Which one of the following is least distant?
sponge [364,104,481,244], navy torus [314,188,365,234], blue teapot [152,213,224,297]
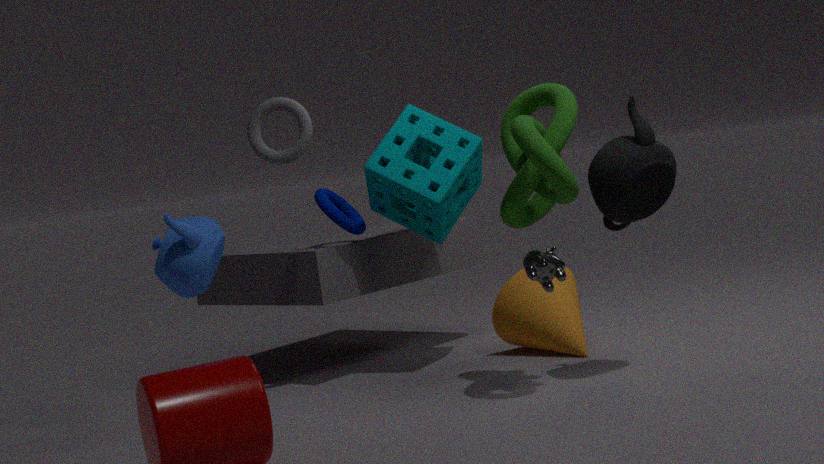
blue teapot [152,213,224,297]
